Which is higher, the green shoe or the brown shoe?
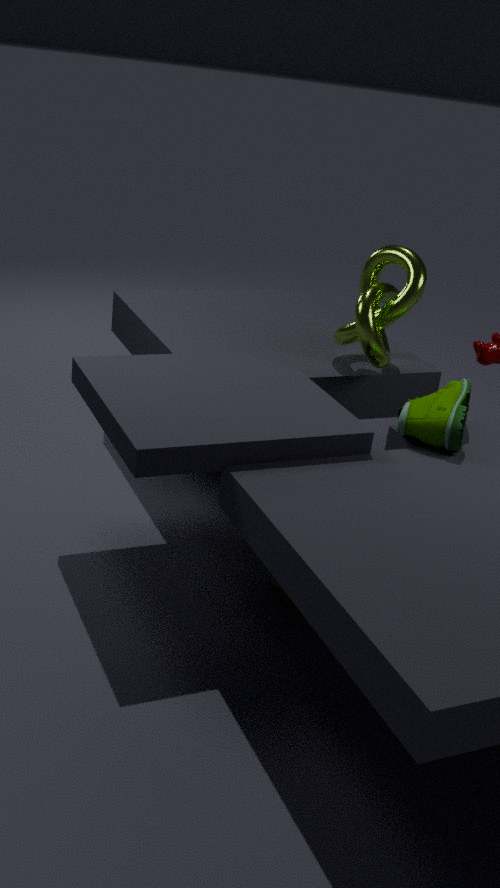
the green shoe
